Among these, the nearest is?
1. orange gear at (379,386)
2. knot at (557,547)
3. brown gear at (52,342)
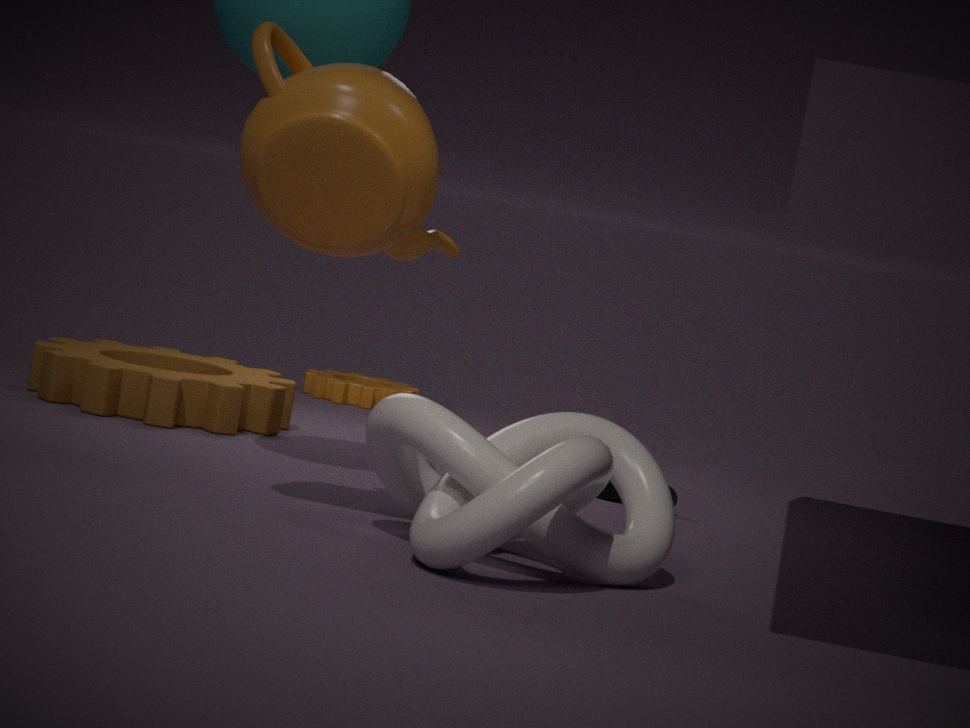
knot at (557,547)
